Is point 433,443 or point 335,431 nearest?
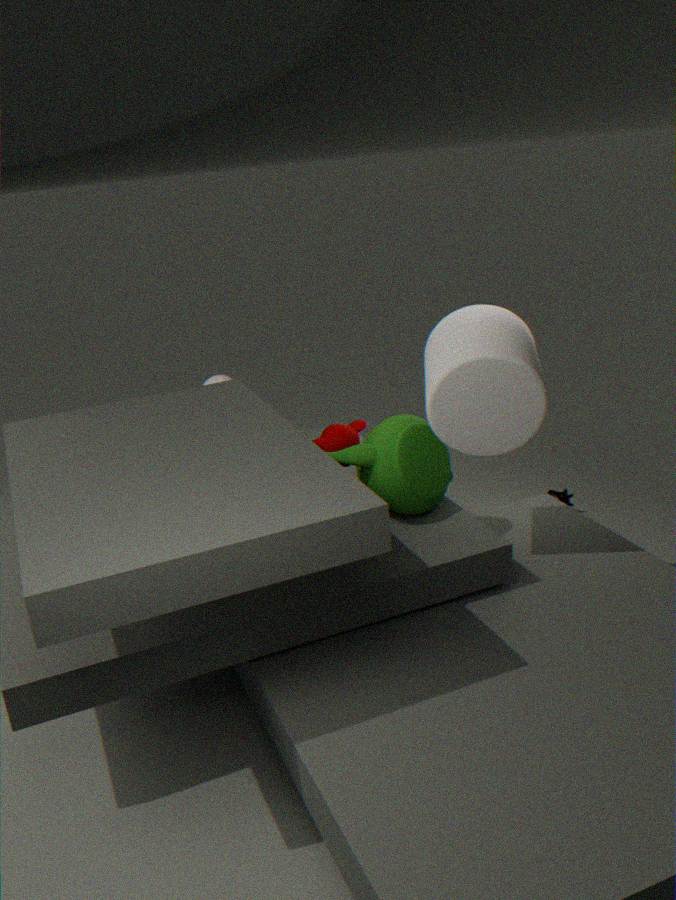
point 433,443
